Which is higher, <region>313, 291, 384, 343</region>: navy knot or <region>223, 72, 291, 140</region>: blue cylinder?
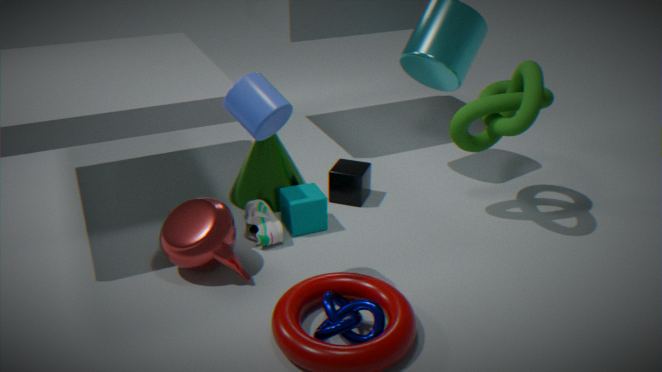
<region>223, 72, 291, 140</region>: blue cylinder
